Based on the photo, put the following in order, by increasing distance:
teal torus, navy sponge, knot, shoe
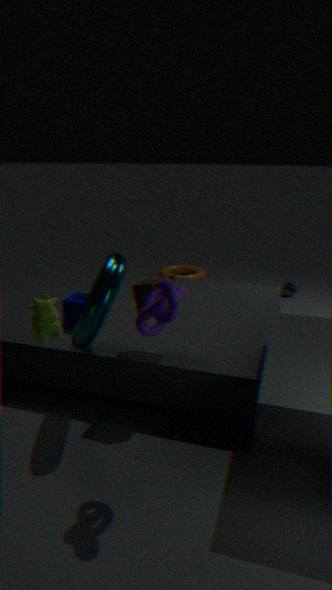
knot < teal torus < navy sponge < shoe
